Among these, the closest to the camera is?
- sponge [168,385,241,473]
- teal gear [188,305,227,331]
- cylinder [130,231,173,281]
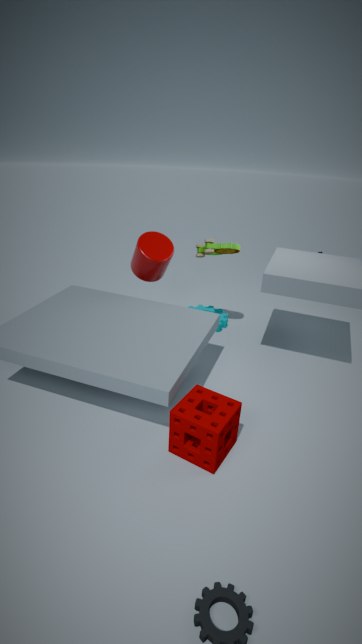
sponge [168,385,241,473]
